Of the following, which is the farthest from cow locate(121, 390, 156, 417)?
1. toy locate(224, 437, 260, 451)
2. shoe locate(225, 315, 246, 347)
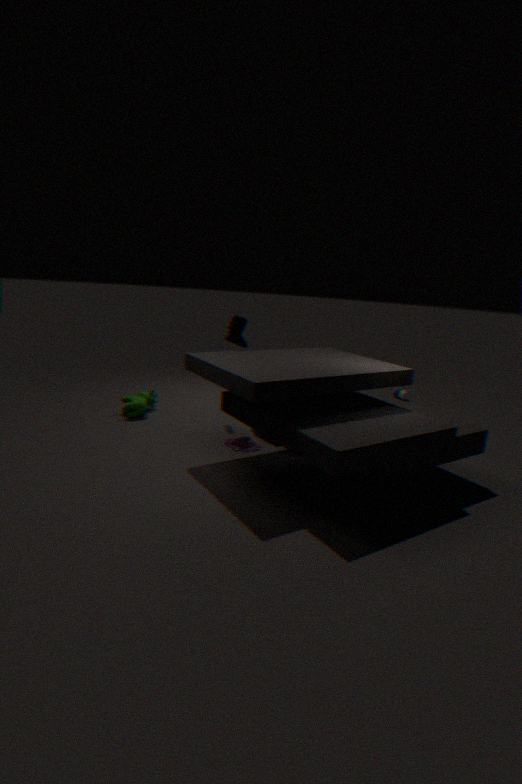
shoe locate(225, 315, 246, 347)
